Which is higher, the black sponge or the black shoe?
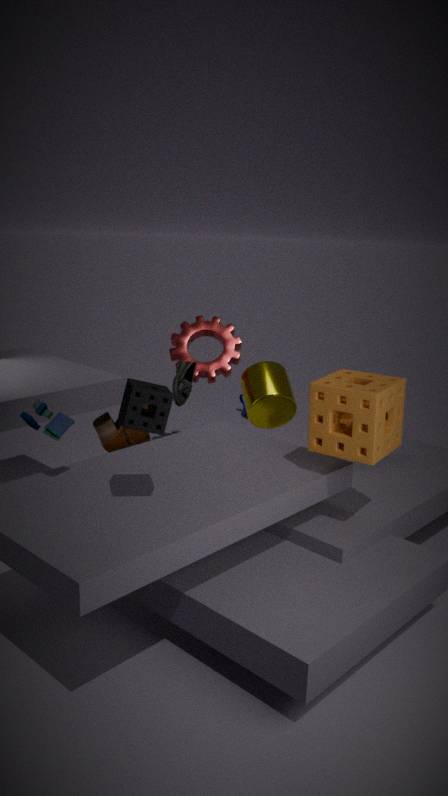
the black sponge
